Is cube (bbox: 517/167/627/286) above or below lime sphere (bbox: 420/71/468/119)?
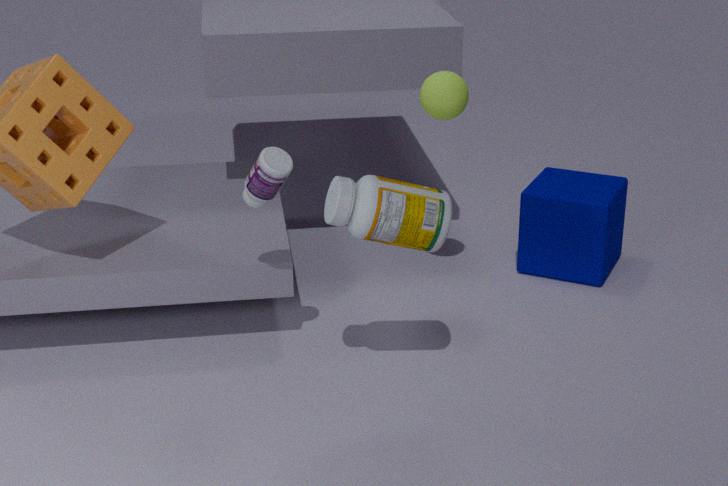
below
